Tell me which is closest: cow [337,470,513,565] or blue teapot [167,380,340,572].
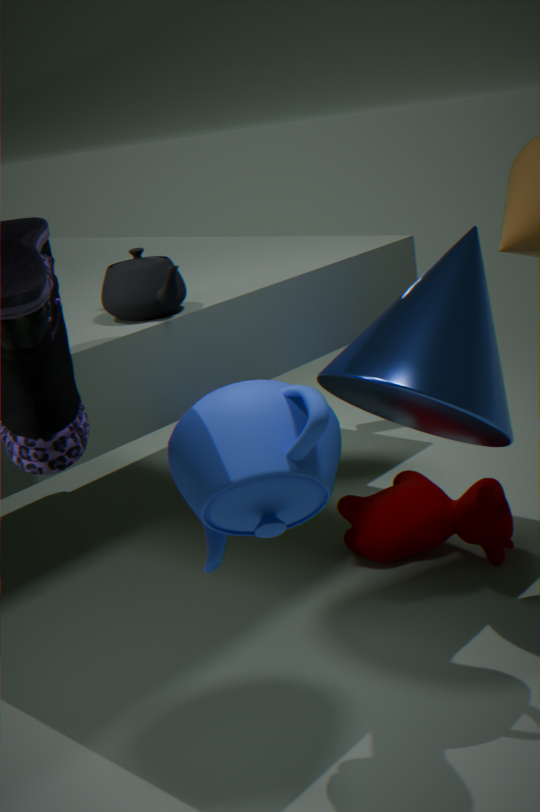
blue teapot [167,380,340,572]
